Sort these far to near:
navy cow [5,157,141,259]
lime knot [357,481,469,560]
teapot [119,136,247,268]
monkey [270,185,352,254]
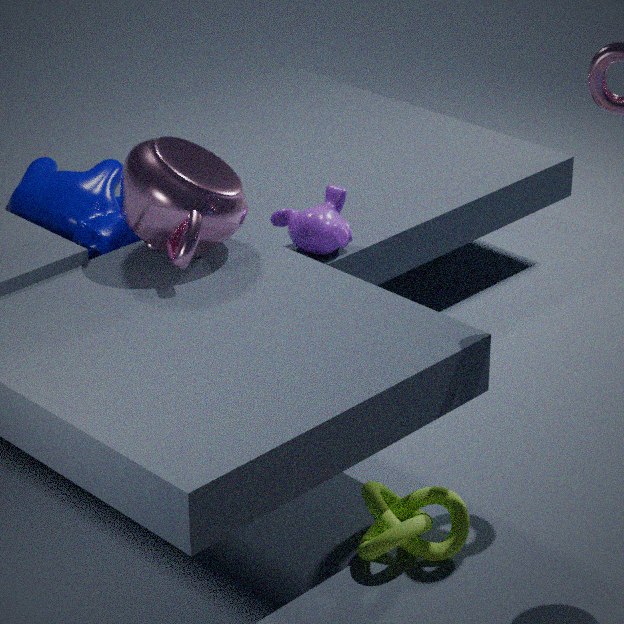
monkey [270,185,352,254] → navy cow [5,157,141,259] → teapot [119,136,247,268] → lime knot [357,481,469,560]
